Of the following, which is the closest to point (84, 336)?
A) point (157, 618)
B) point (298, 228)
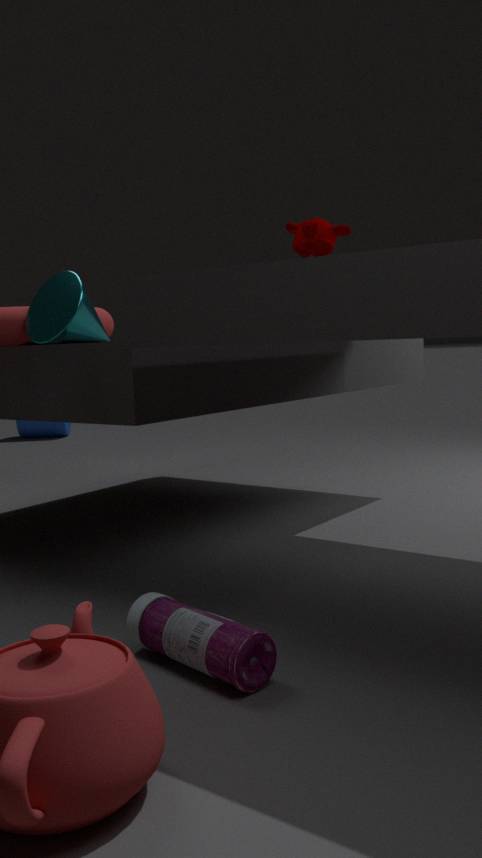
point (157, 618)
